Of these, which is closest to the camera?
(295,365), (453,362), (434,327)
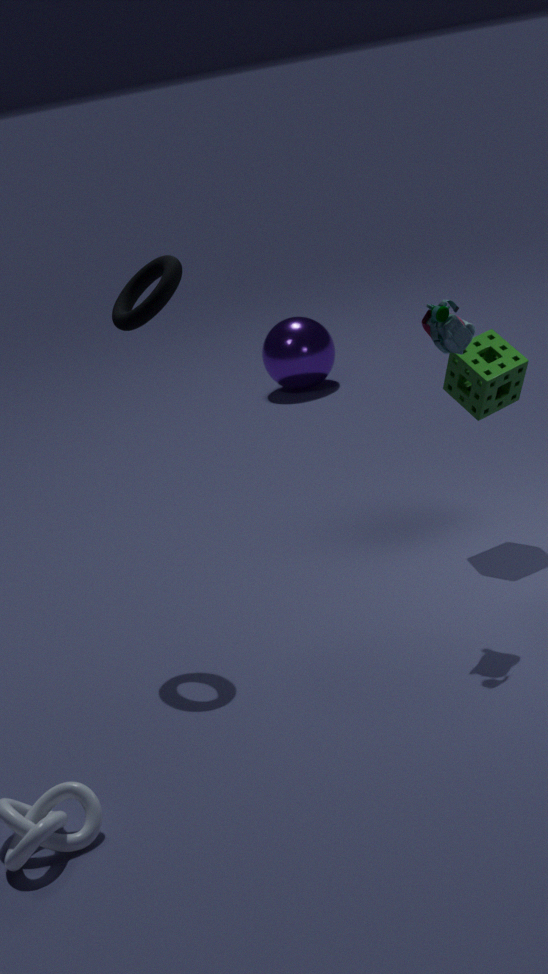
(434,327)
